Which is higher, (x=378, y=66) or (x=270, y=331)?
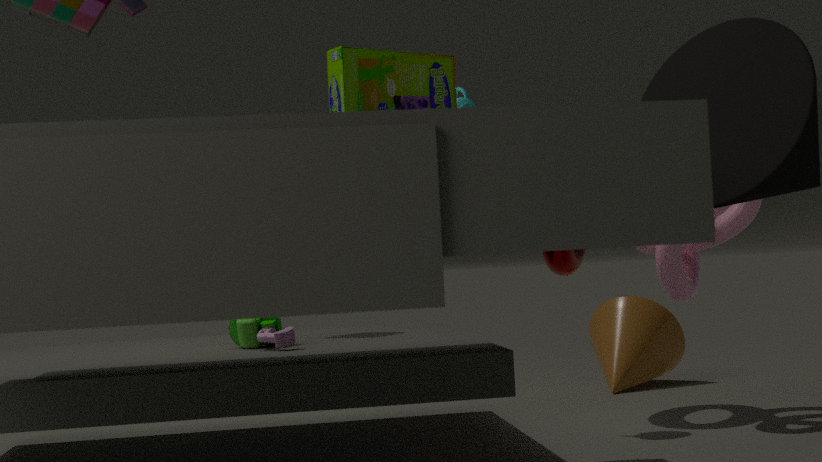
(x=378, y=66)
